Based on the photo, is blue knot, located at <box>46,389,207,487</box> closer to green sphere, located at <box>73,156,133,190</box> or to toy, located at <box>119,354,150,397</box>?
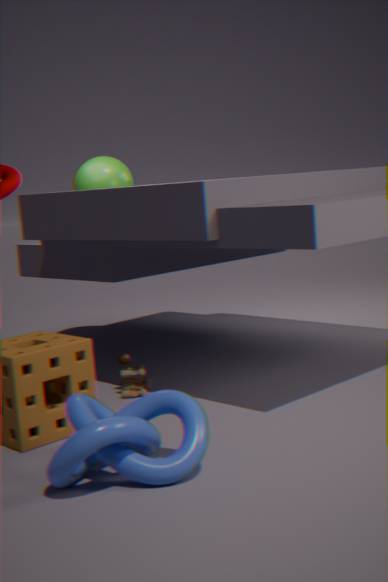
toy, located at <box>119,354,150,397</box>
